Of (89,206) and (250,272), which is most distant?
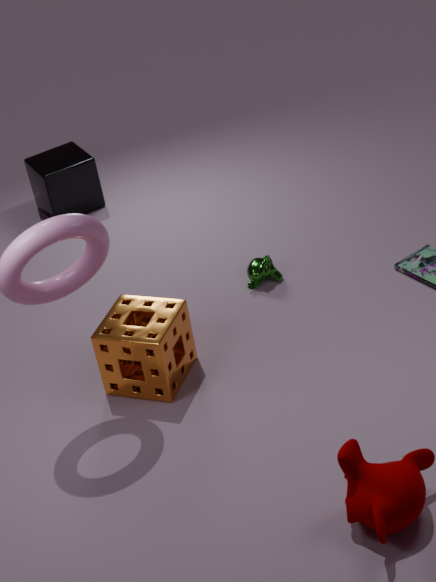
(89,206)
